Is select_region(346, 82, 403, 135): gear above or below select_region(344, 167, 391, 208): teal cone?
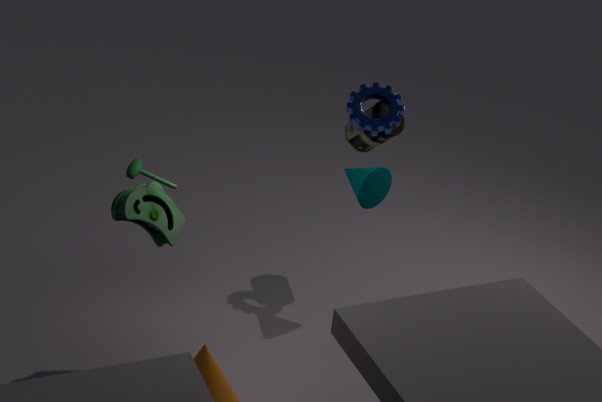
above
